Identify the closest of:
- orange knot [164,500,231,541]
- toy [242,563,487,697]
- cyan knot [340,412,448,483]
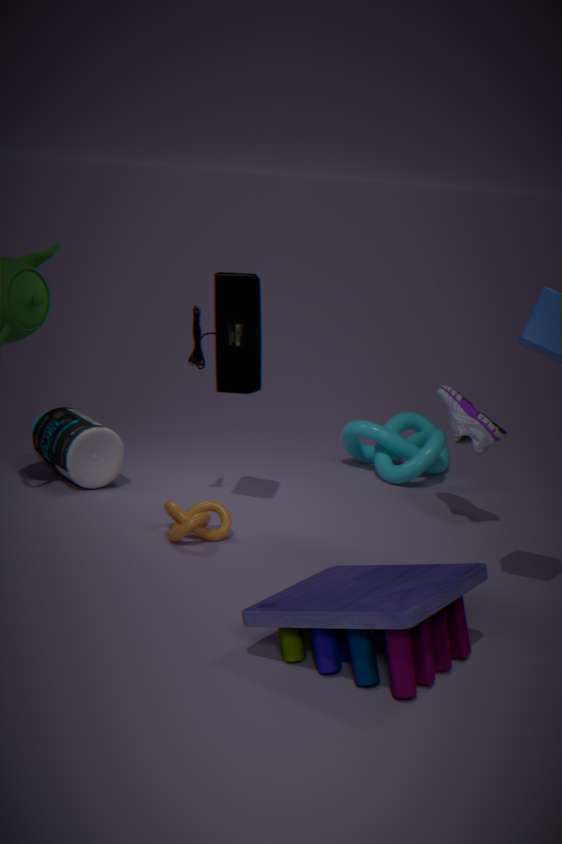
toy [242,563,487,697]
